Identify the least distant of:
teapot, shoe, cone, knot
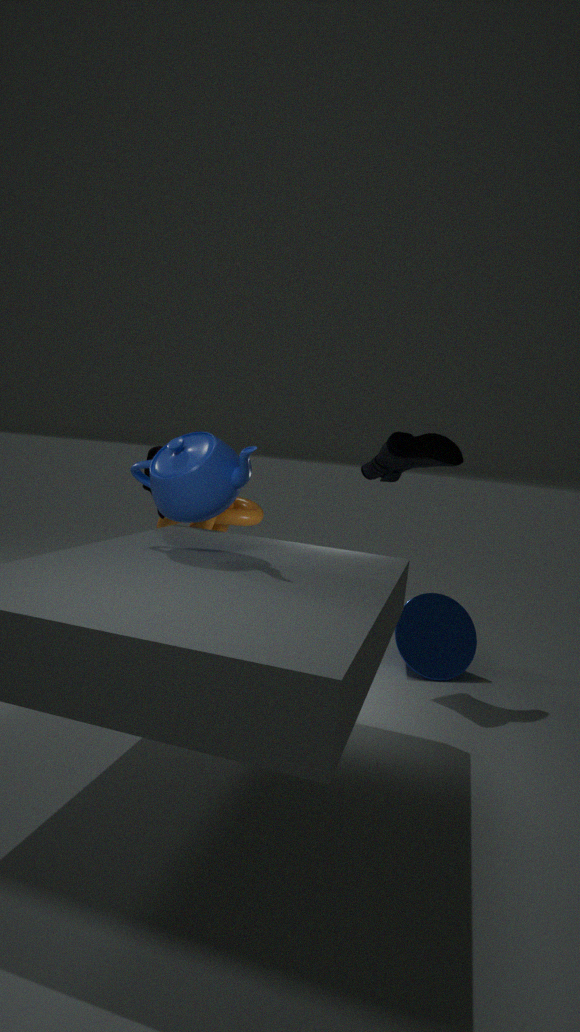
teapot
